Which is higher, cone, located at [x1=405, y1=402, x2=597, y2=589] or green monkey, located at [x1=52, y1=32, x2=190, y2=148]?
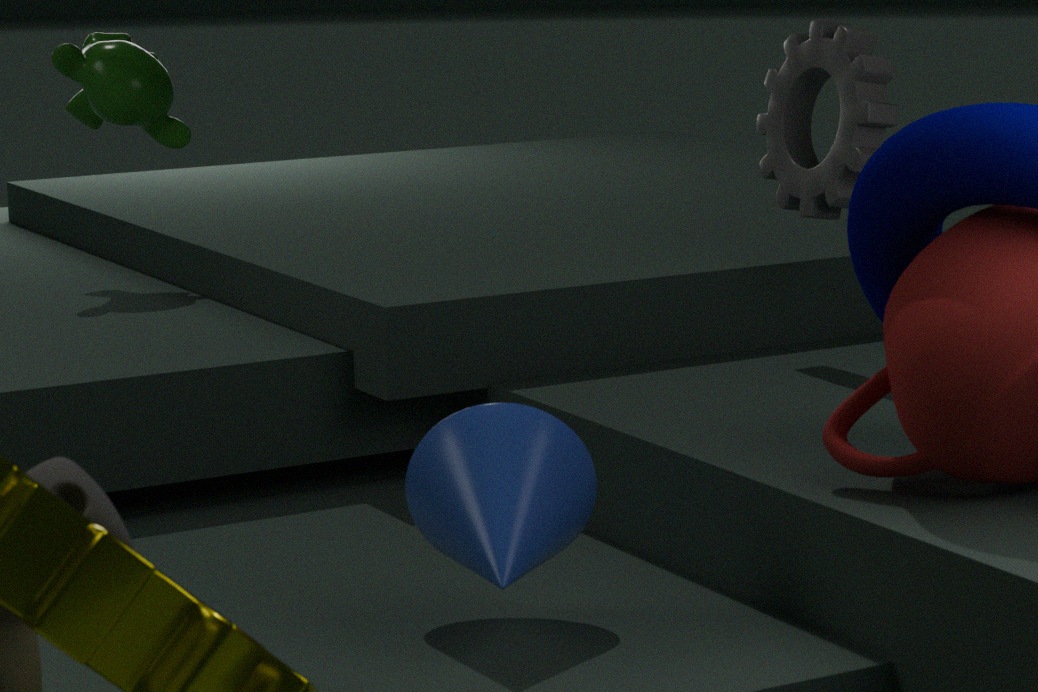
green monkey, located at [x1=52, y1=32, x2=190, y2=148]
